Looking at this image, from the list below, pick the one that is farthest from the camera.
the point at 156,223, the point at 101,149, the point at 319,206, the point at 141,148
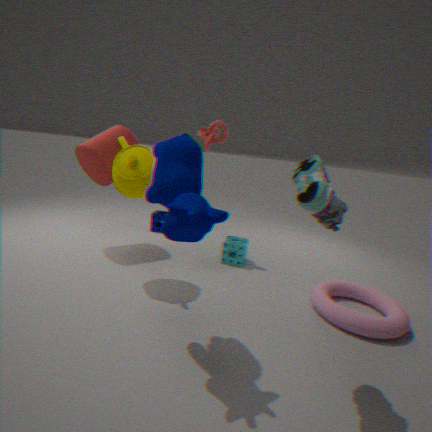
the point at 156,223
